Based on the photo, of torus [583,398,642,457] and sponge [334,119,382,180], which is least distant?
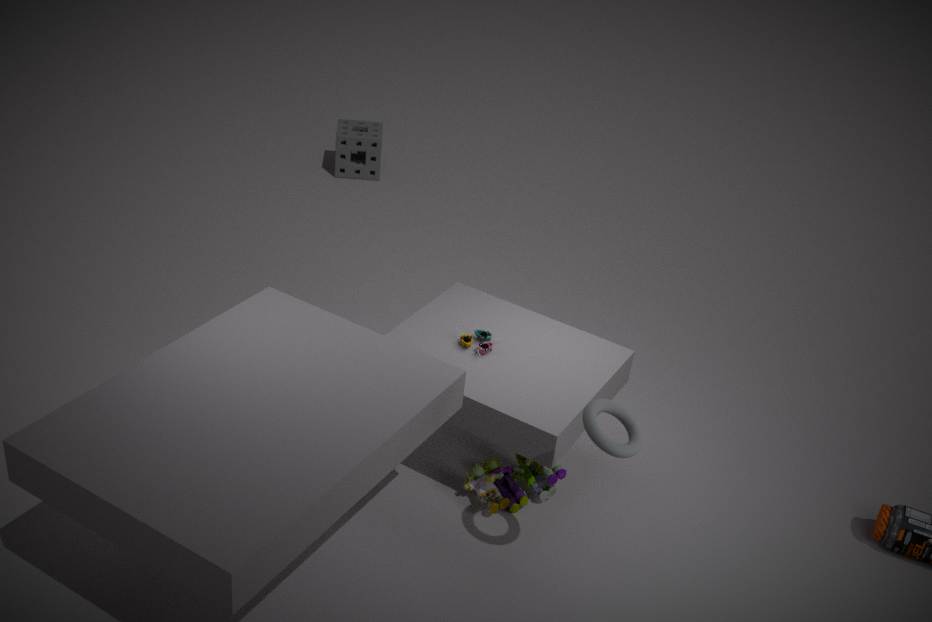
torus [583,398,642,457]
